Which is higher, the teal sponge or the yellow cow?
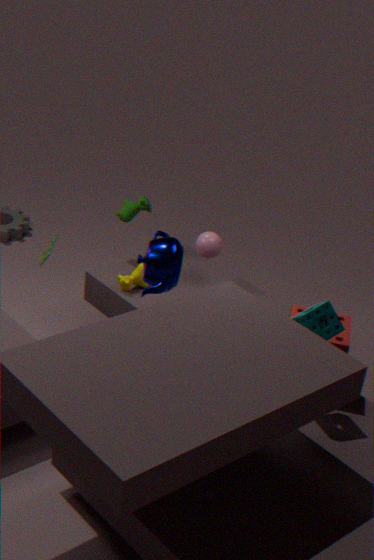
the teal sponge
